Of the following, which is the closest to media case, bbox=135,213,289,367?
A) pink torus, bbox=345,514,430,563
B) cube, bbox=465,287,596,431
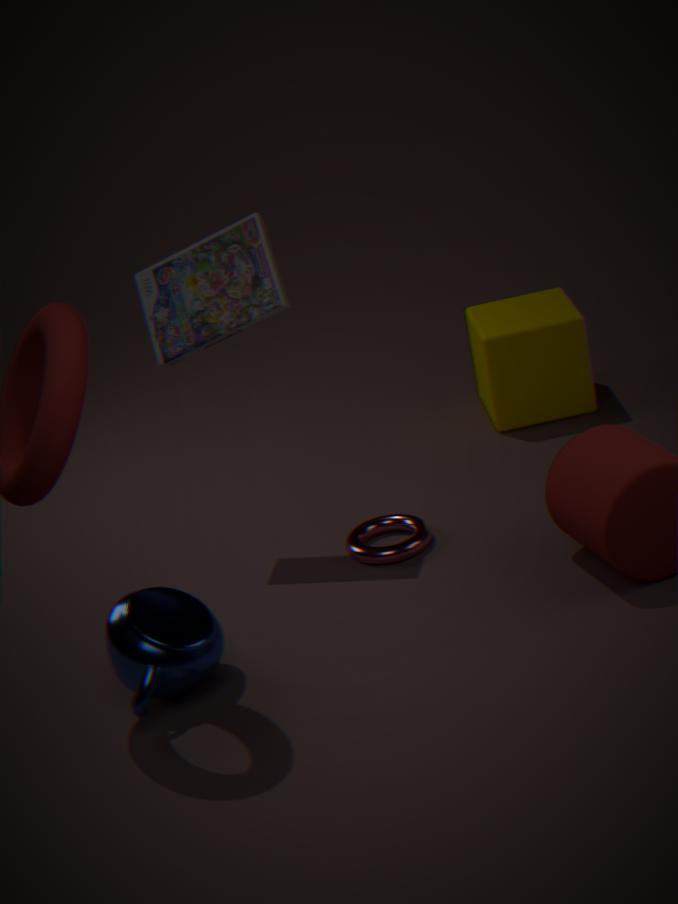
pink torus, bbox=345,514,430,563
